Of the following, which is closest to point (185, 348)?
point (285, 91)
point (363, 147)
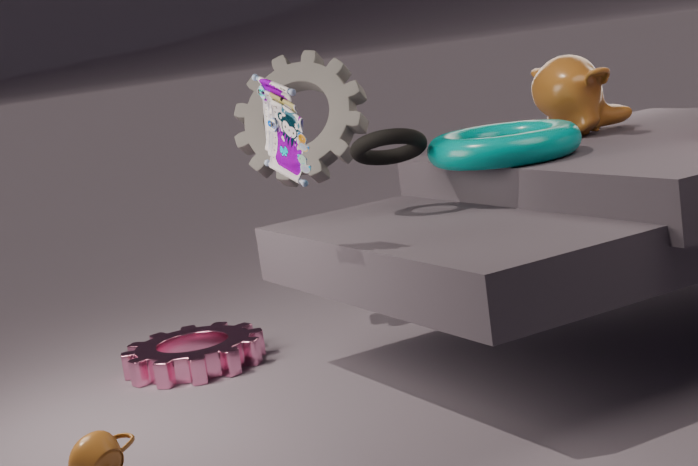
point (363, 147)
